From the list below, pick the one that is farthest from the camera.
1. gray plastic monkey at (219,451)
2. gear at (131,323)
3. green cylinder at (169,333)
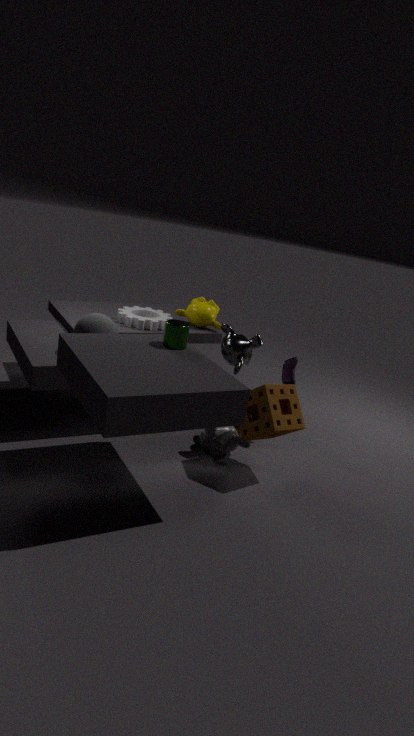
gear at (131,323)
